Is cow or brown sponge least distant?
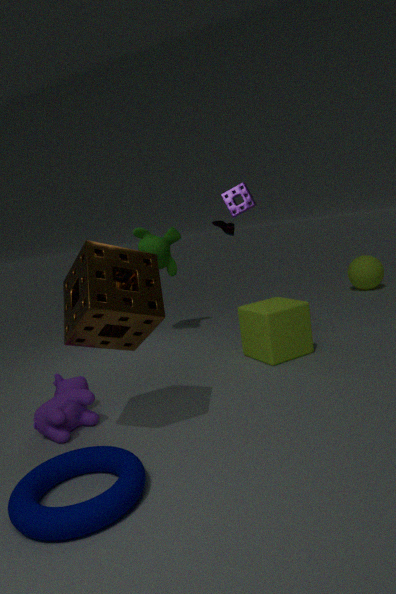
brown sponge
